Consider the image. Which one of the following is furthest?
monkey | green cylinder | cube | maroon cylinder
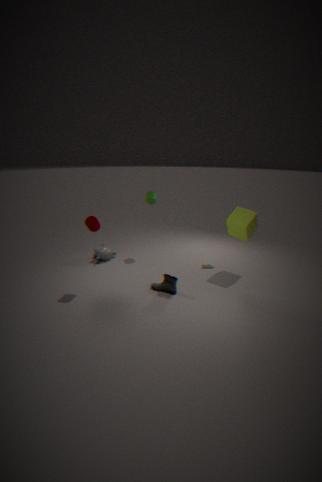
green cylinder
